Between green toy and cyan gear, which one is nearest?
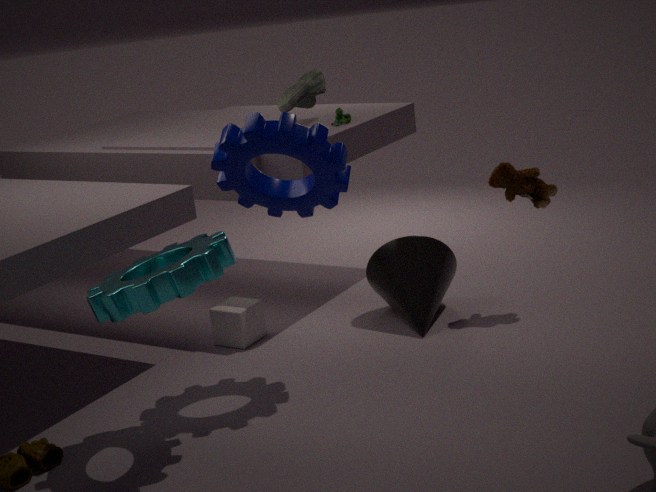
cyan gear
